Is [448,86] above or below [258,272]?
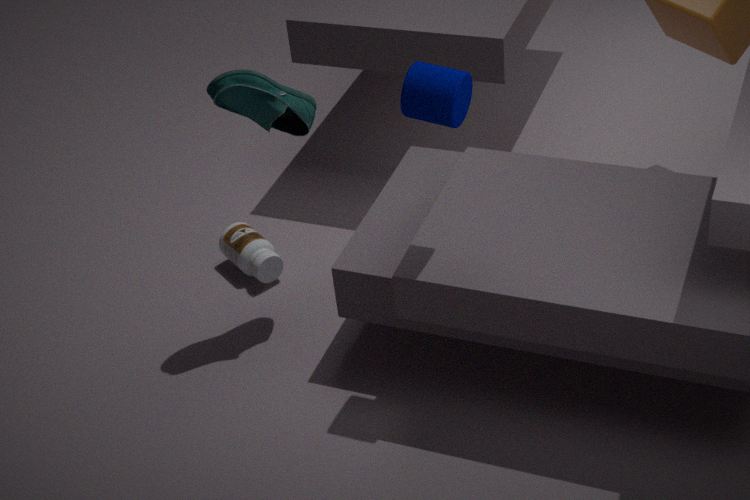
above
